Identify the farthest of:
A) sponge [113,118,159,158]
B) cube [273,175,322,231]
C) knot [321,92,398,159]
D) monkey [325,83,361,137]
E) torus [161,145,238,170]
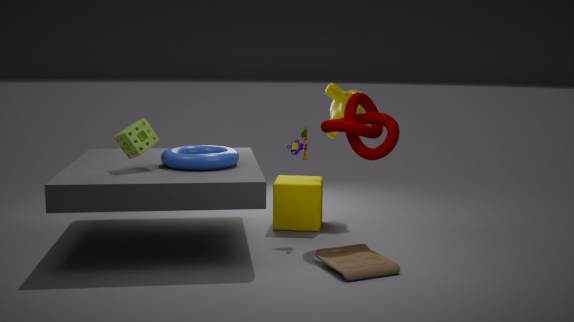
monkey [325,83,361,137]
